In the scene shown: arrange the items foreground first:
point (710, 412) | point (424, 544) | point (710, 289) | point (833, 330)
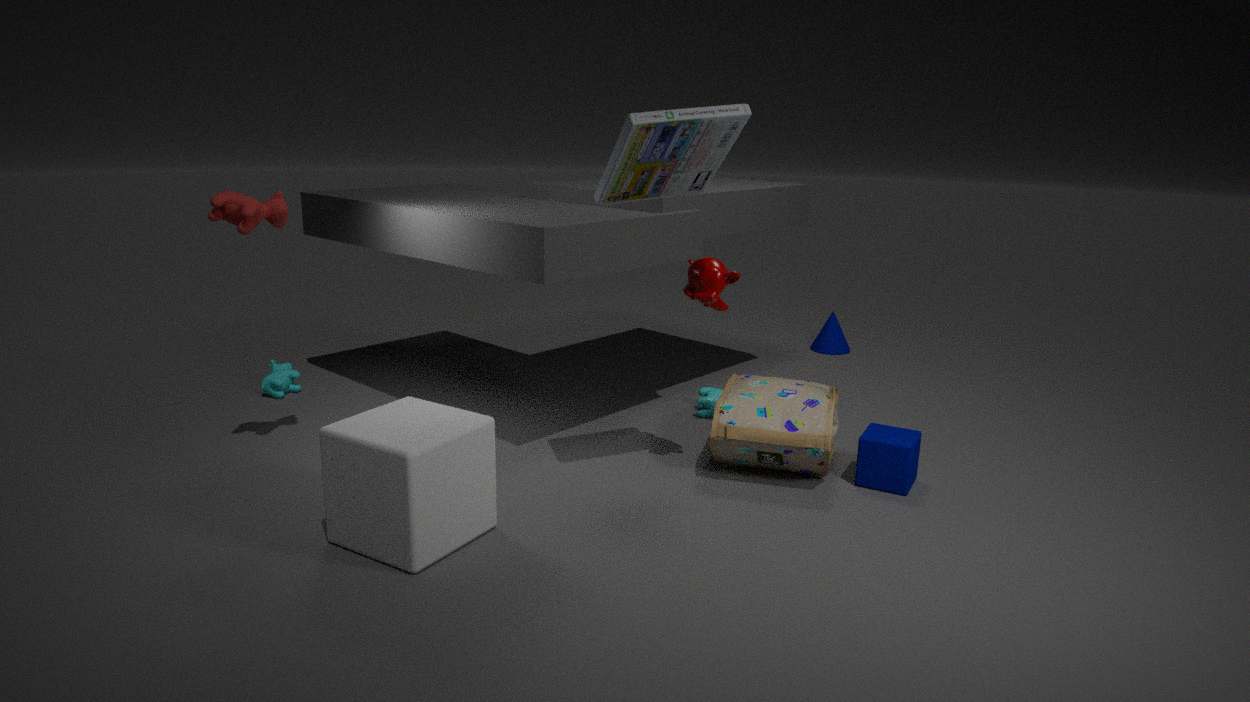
point (424, 544)
point (710, 289)
point (710, 412)
point (833, 330)
